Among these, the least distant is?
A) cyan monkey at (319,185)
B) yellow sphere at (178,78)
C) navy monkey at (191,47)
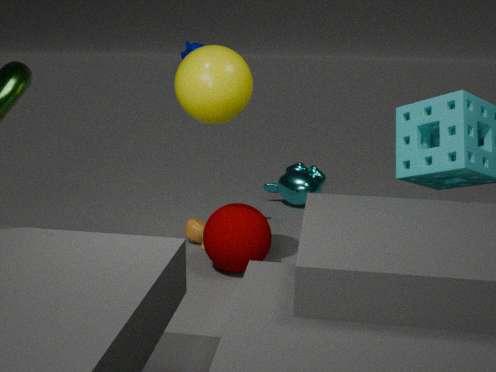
B. yellow sphere at (178,78)
